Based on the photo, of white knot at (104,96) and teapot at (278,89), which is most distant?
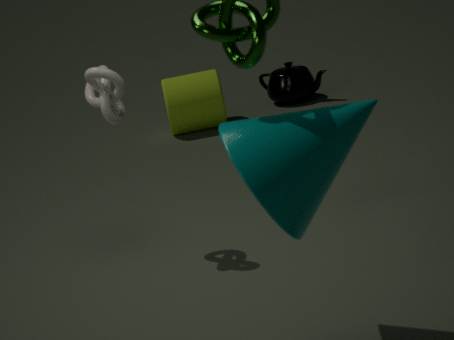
teapot at (278,89)
